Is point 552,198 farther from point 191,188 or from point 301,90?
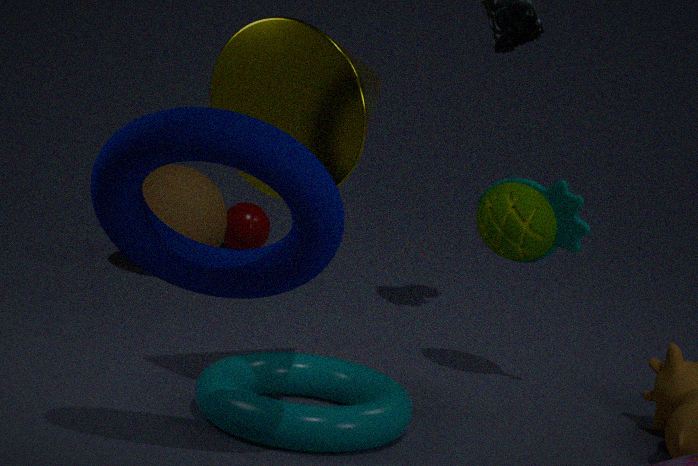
point 191,188
